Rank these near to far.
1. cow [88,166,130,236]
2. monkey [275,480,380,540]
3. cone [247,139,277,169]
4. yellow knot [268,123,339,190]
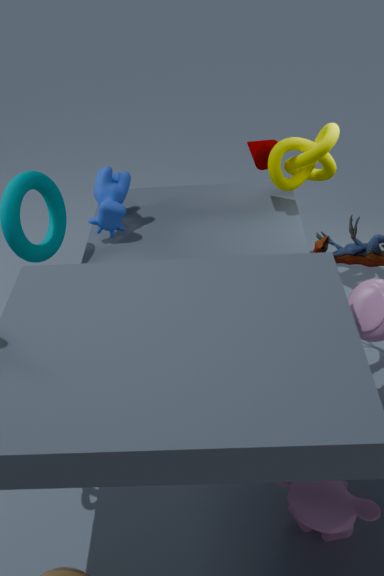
monkey [275,480,380,540] → yellow knot [268,123,339,190] → cow [88,166,130,236] → cone [247,139,277,169]
